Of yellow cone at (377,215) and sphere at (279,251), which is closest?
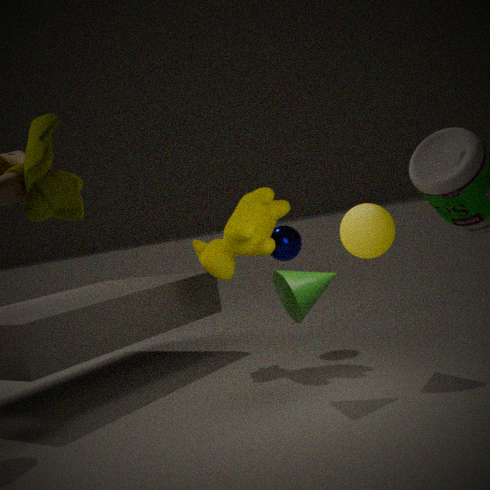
yellow cone at (377,215)
